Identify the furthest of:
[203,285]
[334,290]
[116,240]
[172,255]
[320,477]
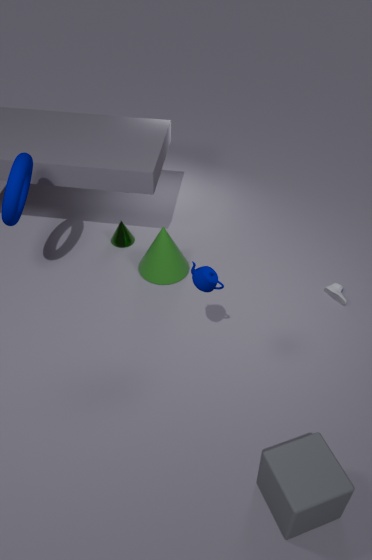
[116,240]
